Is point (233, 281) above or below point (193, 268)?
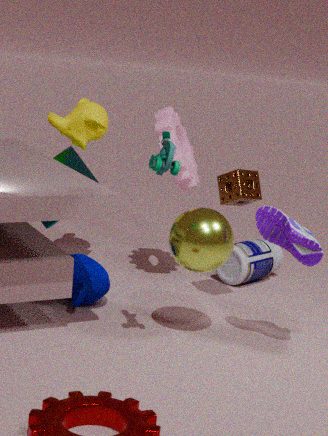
below
